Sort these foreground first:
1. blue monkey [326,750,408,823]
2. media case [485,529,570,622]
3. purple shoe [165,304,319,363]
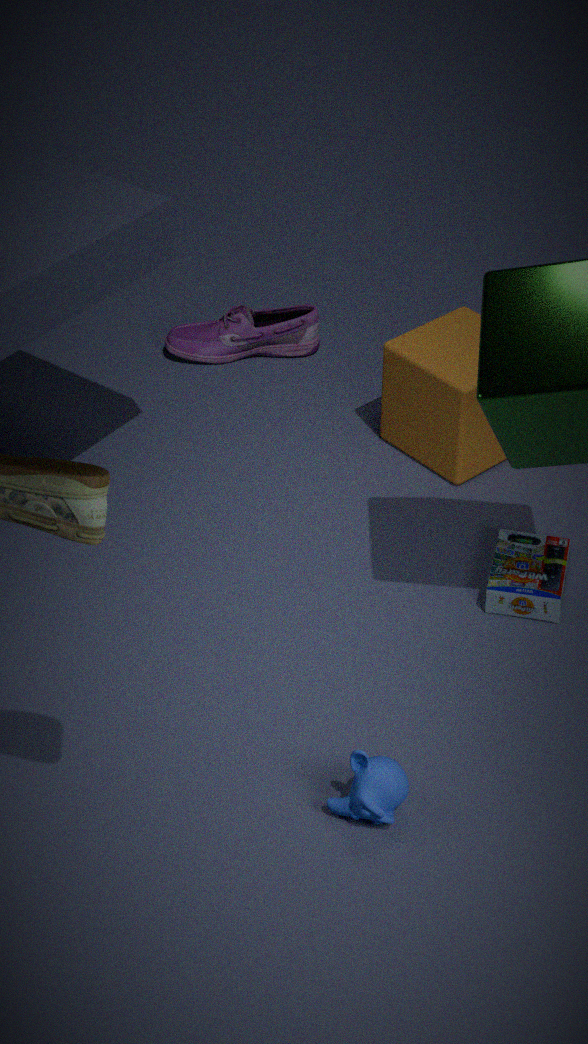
blue monkey [326,750,408,823], media case [485,529,570,622], purple shoe [165,304,319,363]
